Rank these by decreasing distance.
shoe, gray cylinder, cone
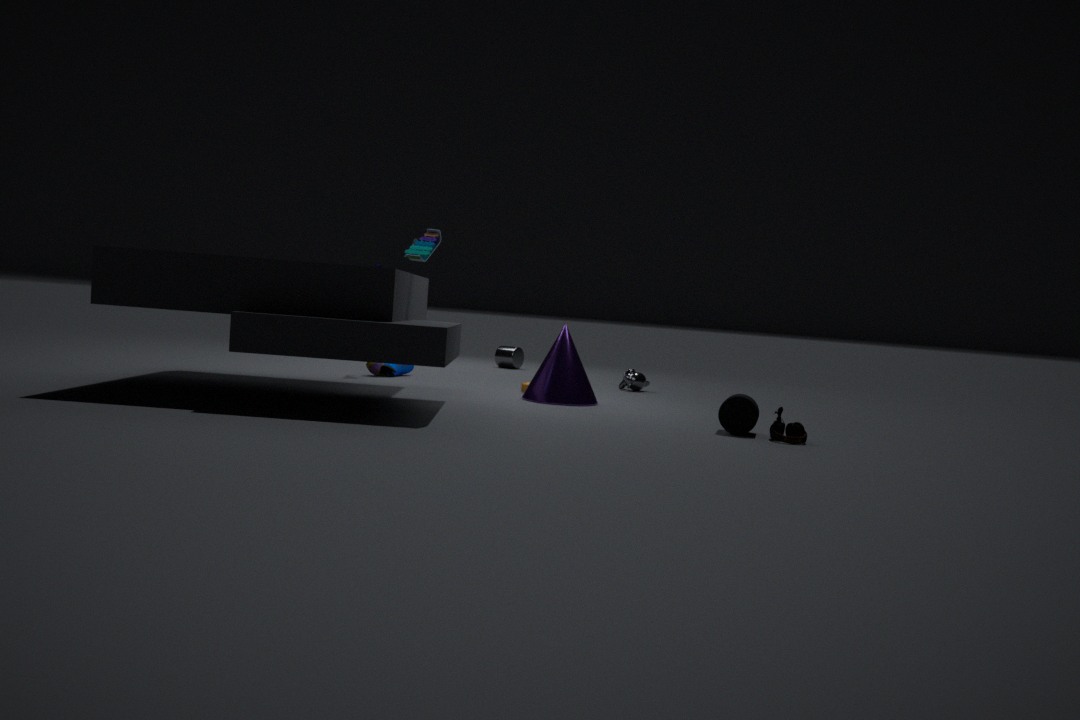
gray cylinder < shoe < cone
